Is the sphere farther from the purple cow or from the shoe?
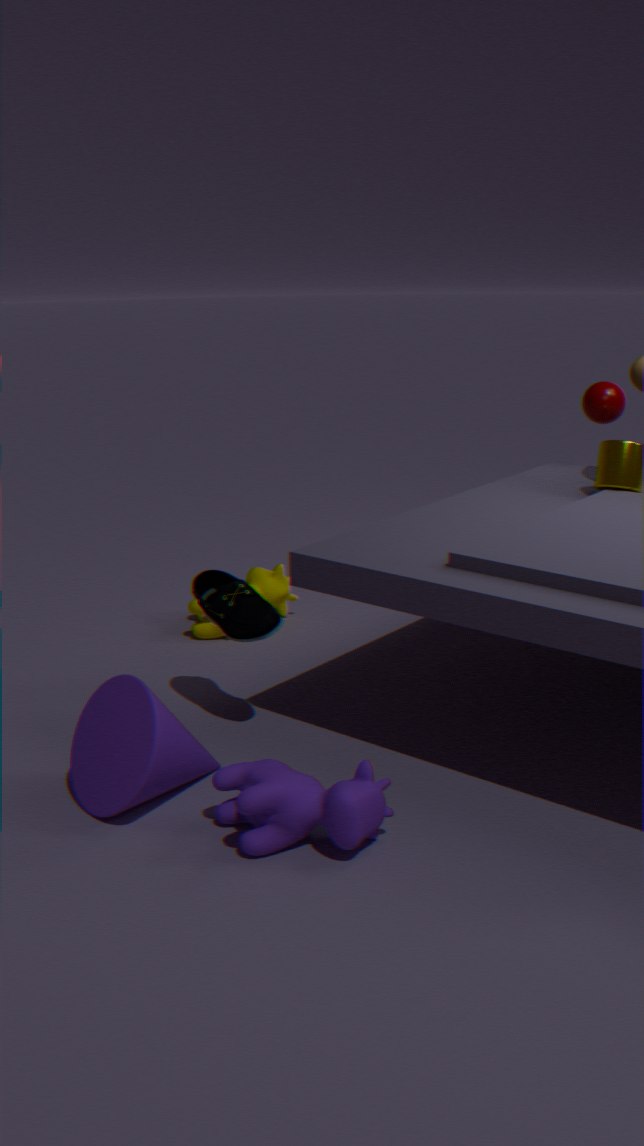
the purple cow
